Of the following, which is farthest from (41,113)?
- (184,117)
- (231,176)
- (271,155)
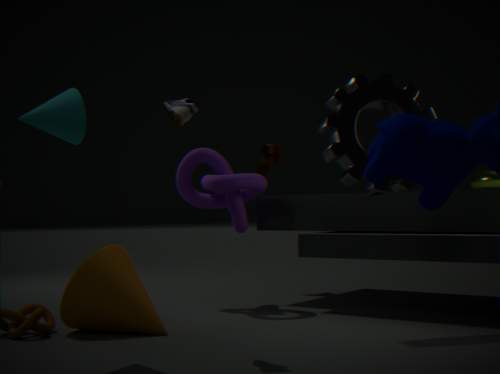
(271,155)
